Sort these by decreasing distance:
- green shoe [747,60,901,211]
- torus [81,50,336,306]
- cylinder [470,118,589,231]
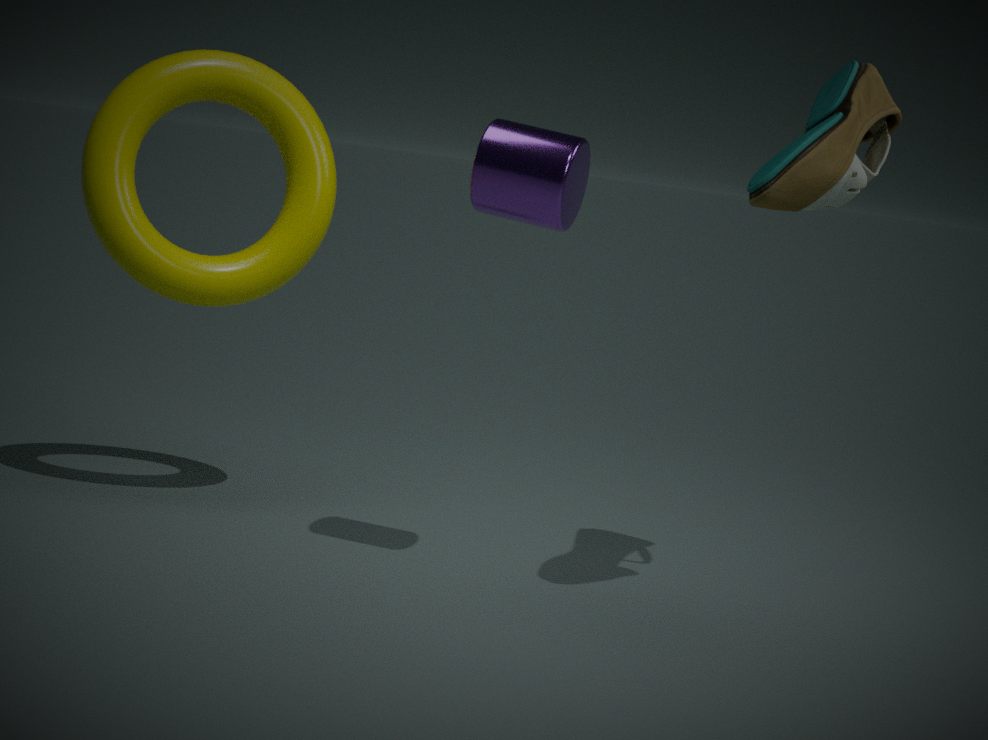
torus [81,50,336,306], cylinder [470,118,589,231], green shoe [747,60,901,211]
